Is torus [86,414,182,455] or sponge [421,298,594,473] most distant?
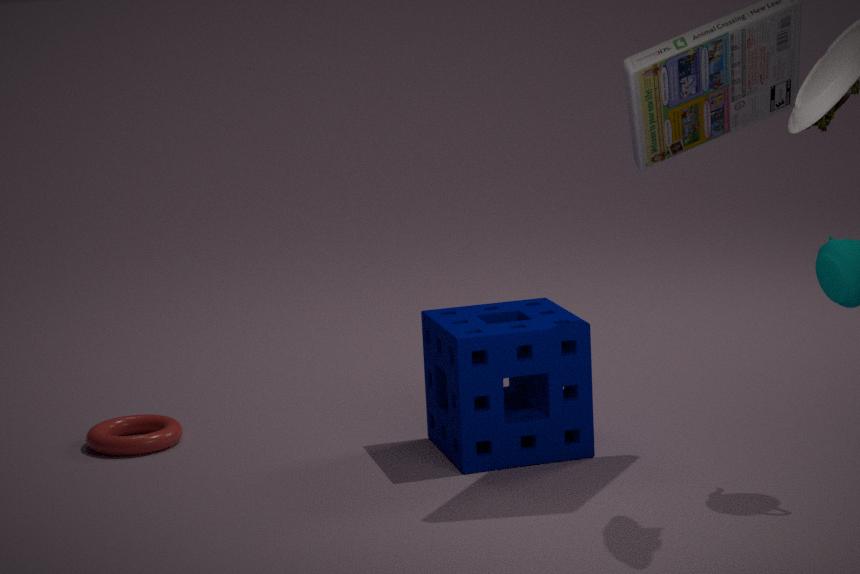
torus [86,414,182,455]
